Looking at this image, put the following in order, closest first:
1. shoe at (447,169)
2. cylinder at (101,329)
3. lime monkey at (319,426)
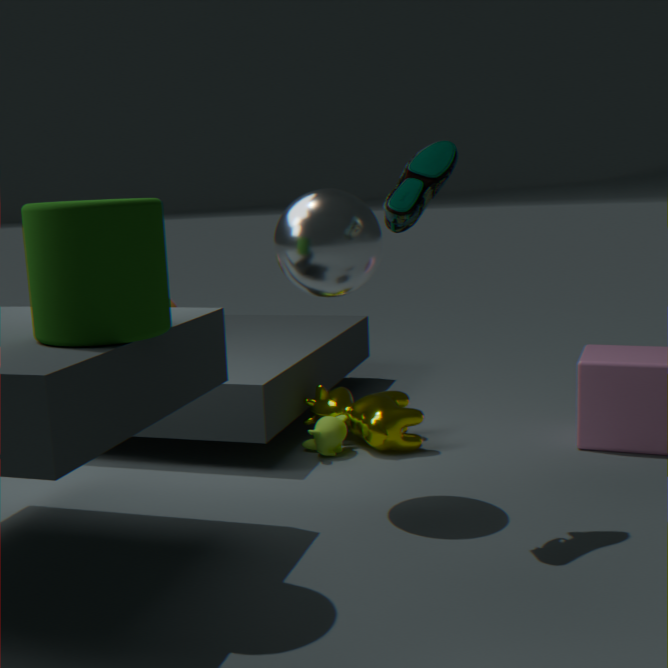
cylinder at (101,329), shoe at (447,169), lime monkey at (319,426)
